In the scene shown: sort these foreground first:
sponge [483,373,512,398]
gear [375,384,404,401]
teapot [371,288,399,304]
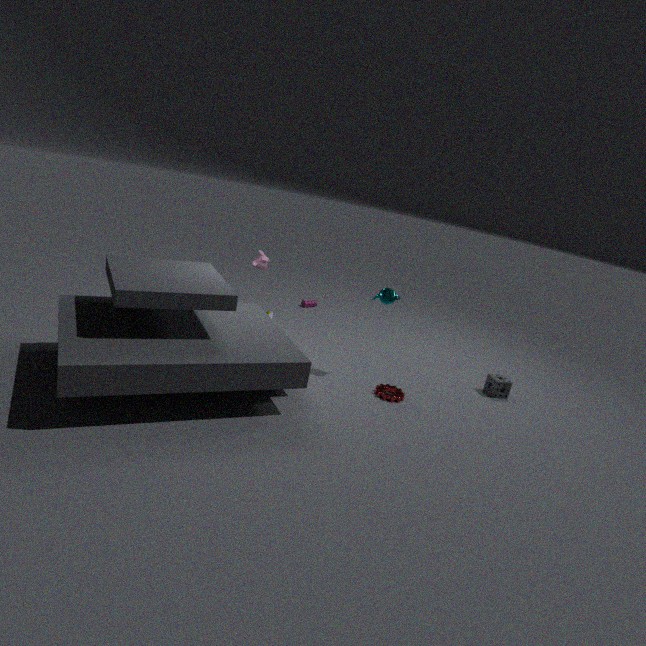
gear [375,384,404,401] → teapot [371,288,399,304] → sponge [483,373,512,398]
